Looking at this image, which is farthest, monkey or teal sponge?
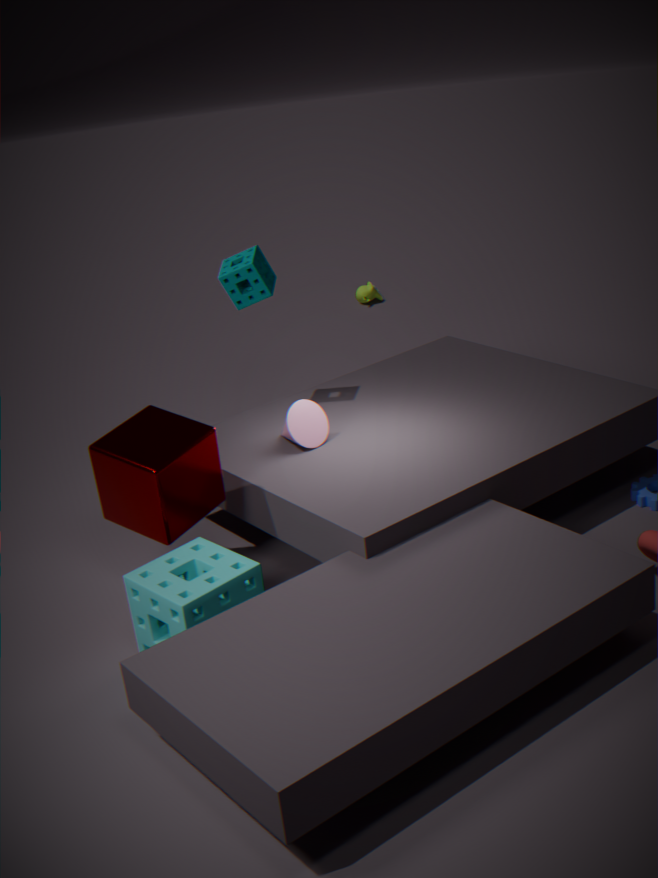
monkey
